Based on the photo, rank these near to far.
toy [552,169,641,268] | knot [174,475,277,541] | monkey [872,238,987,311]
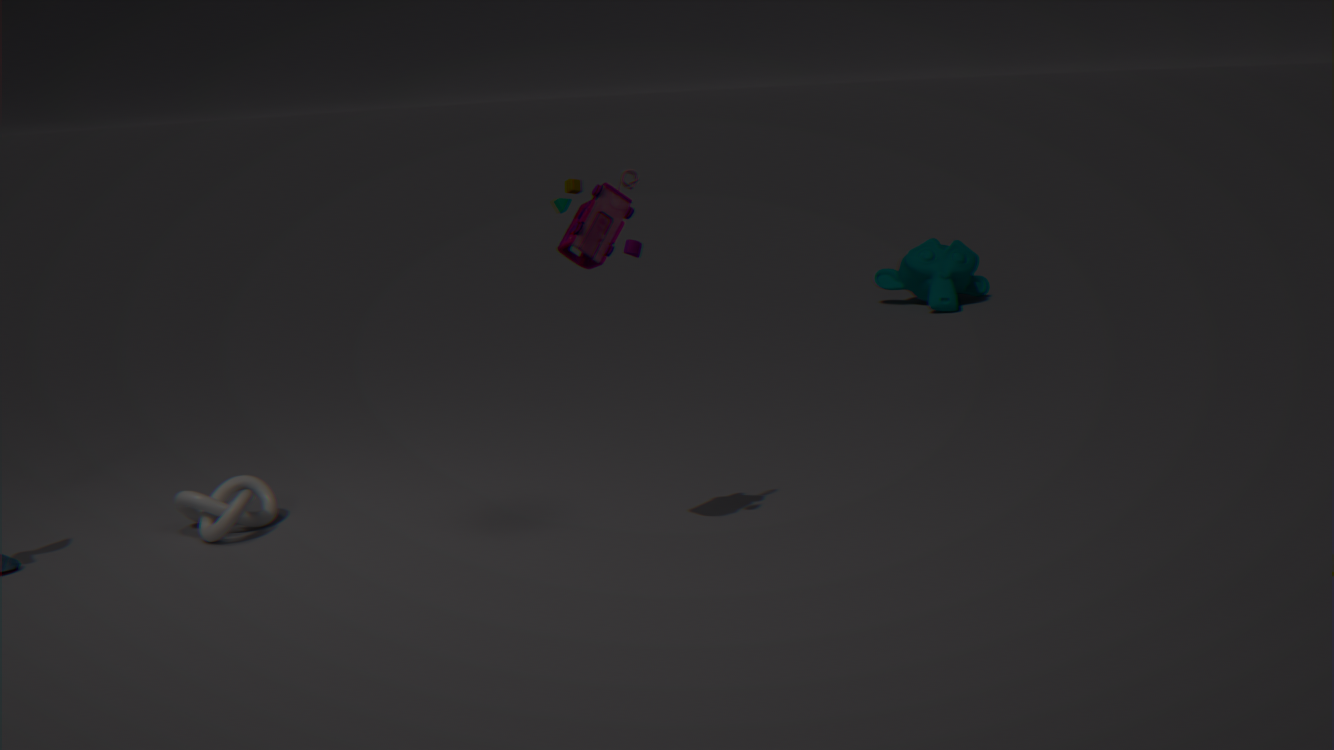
toy [552,169,641,268] → knot [174,475,277,541] → monkey [872,238,987,311]
